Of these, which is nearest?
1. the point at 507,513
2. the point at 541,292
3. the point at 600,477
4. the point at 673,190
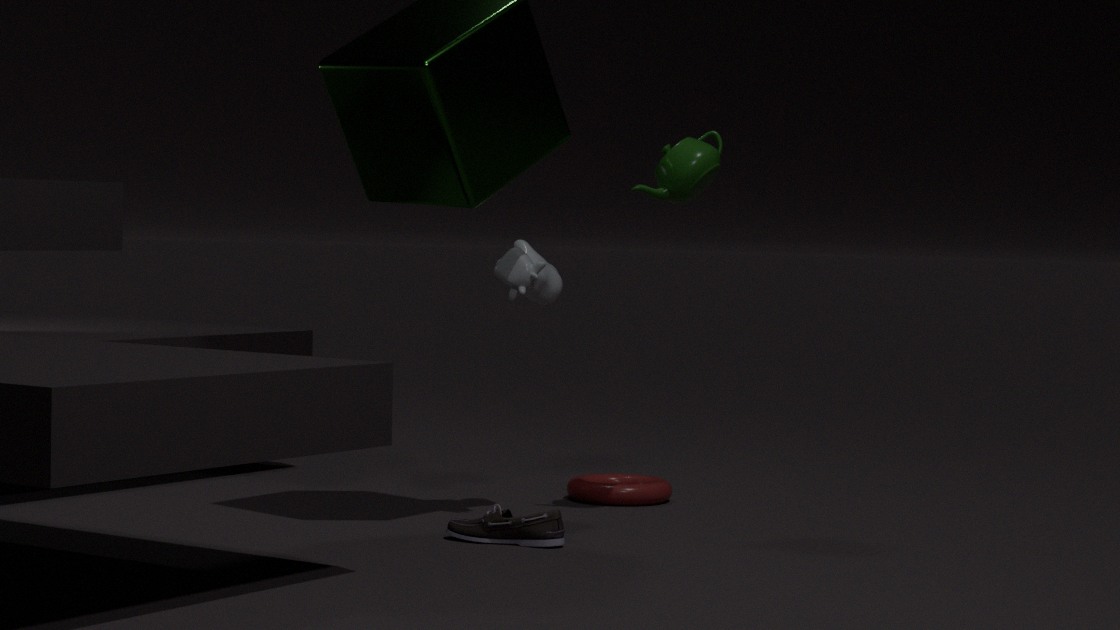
the point at 507,513
